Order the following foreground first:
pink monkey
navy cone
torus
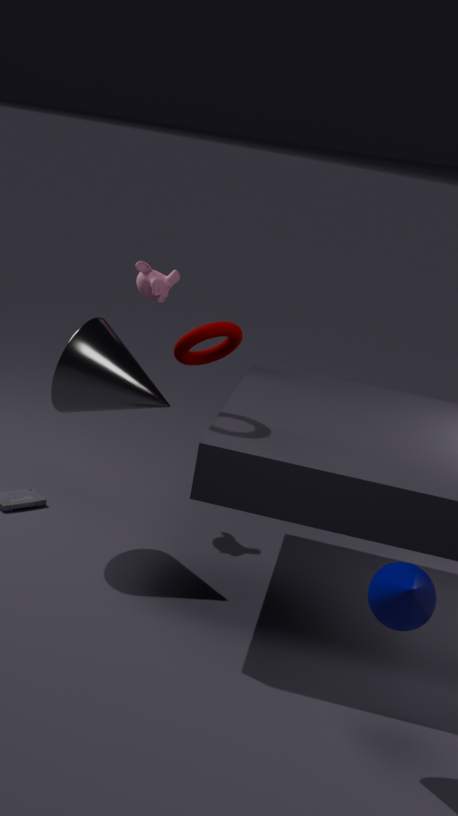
navy cone → torus → pink monkey
